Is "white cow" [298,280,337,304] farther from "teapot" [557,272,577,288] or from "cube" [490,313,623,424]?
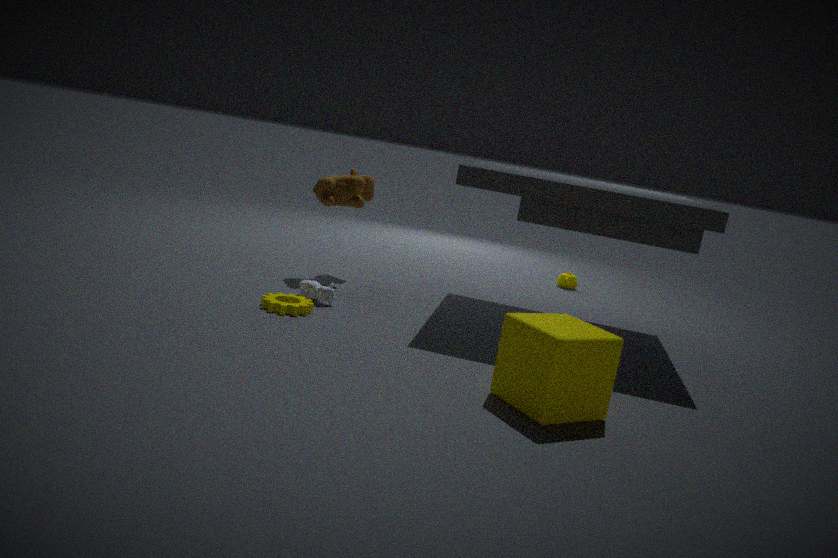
"teapot" [557,272,577,288]
